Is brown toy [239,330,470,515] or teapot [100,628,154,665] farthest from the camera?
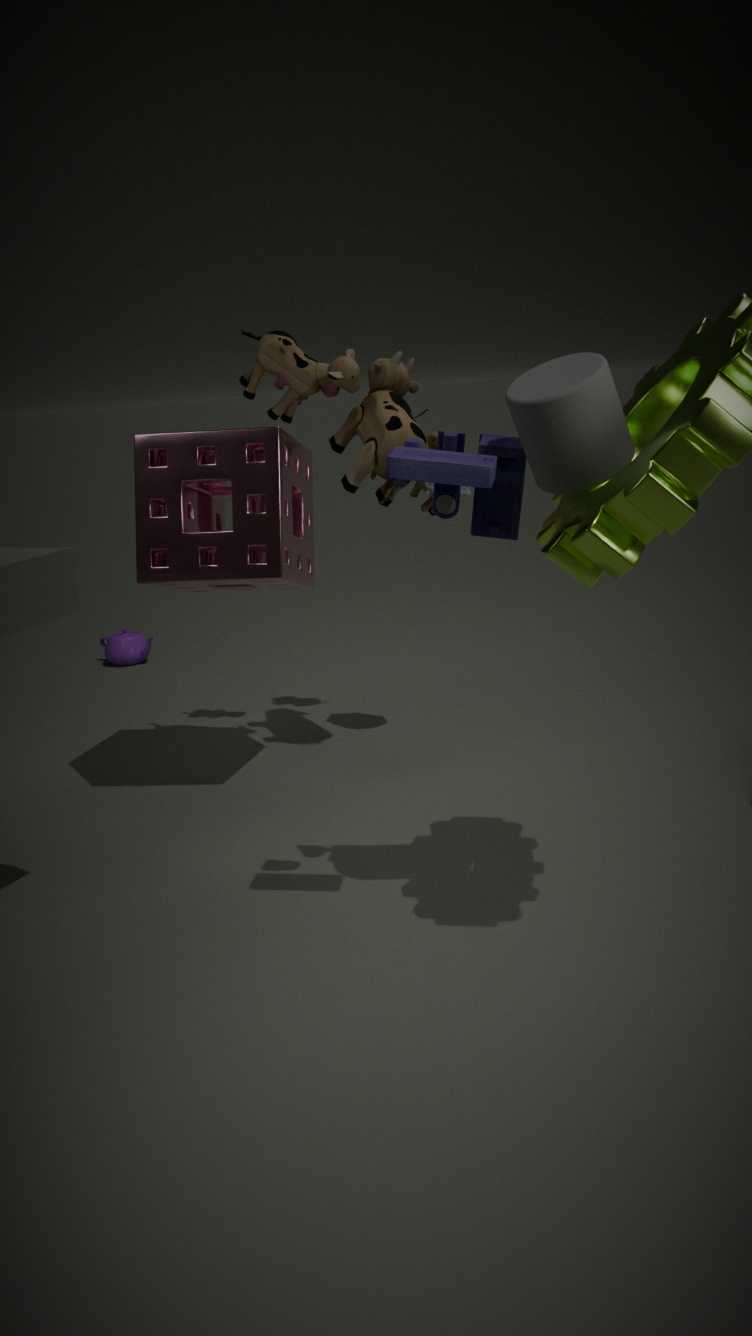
teapot [100,628,154,665]
